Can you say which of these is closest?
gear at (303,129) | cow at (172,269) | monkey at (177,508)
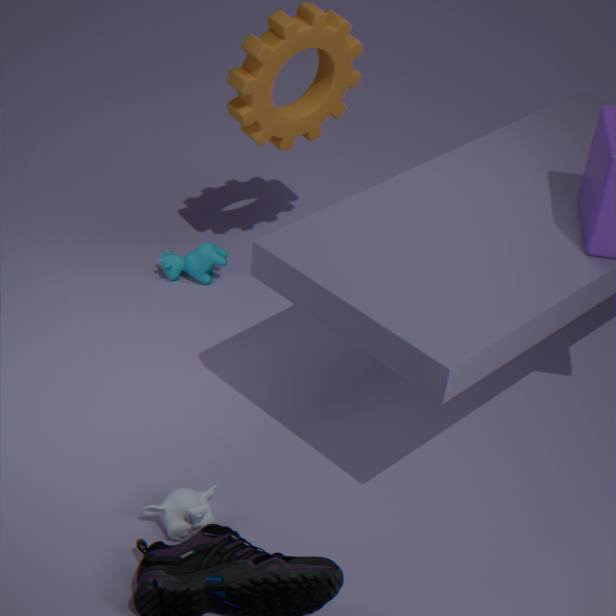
monkey at (177,508)
